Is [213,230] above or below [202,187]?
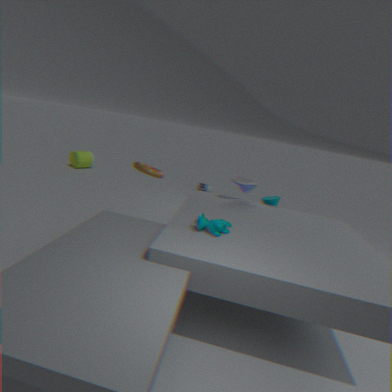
above
